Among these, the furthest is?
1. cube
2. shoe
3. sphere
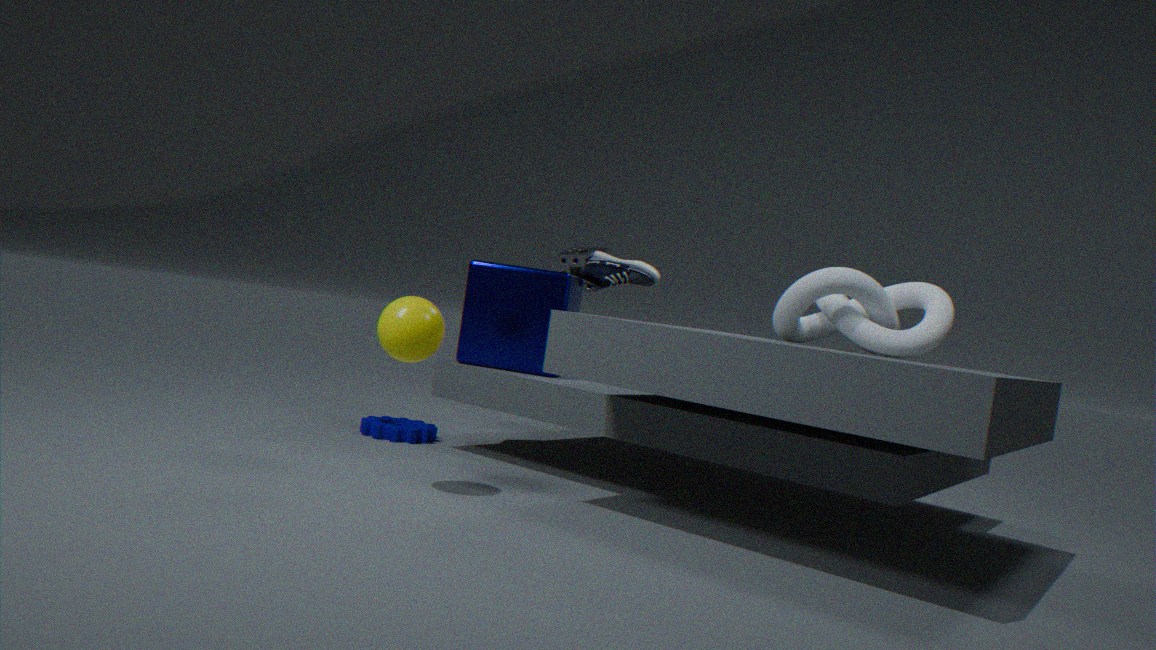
shoe
